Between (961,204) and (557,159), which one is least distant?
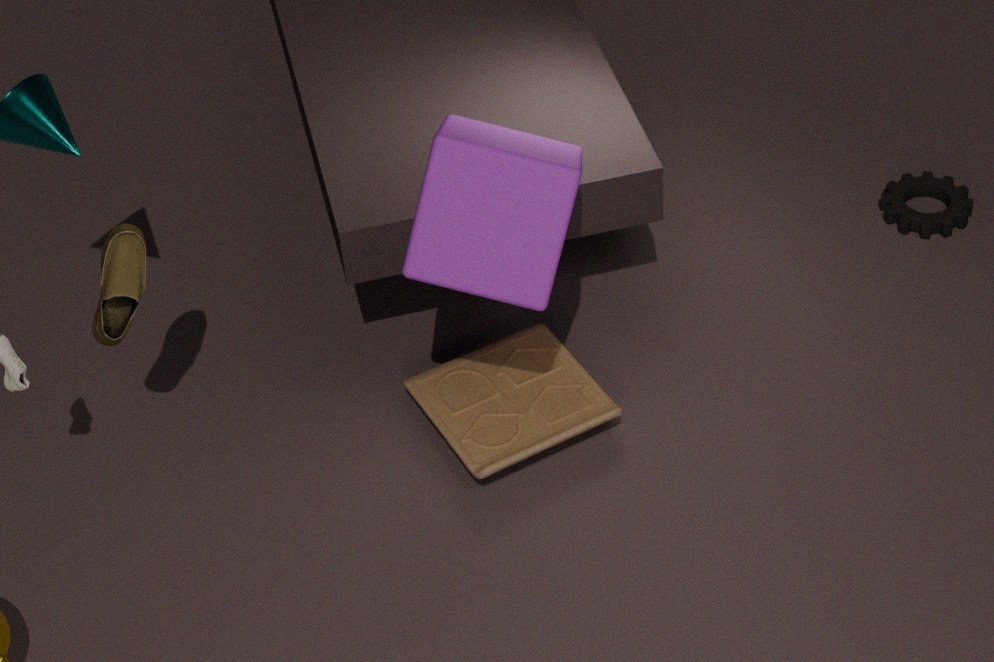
(557,159)
